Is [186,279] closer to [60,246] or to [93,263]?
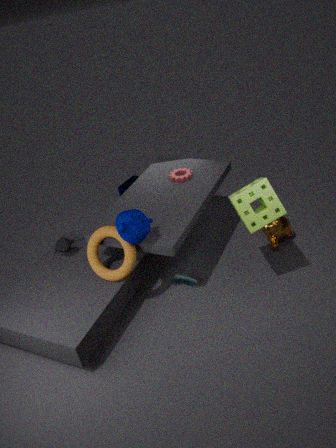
[93,263]
